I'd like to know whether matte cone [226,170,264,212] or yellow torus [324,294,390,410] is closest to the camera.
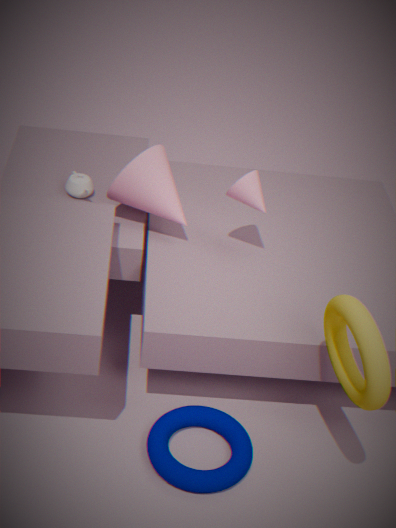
yellow torus [324,294,390,410]
